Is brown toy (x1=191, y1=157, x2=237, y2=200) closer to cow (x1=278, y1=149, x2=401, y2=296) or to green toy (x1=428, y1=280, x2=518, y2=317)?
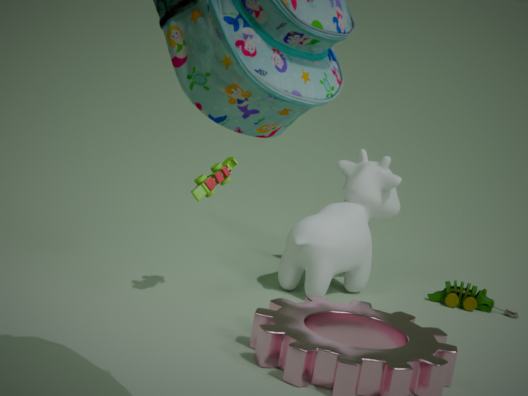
cow (x1=278, y1=149, x2=401, y2=296)
